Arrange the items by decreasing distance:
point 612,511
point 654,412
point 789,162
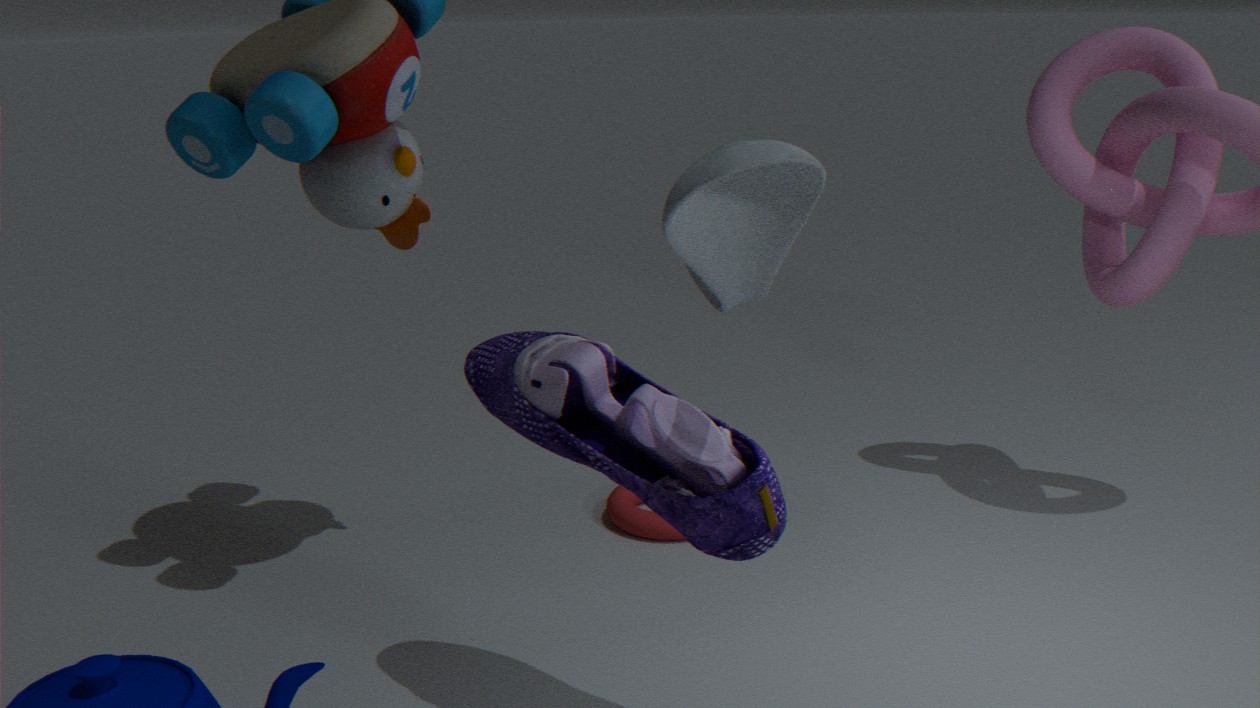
point 612,511, point 654,412, point 789,162
